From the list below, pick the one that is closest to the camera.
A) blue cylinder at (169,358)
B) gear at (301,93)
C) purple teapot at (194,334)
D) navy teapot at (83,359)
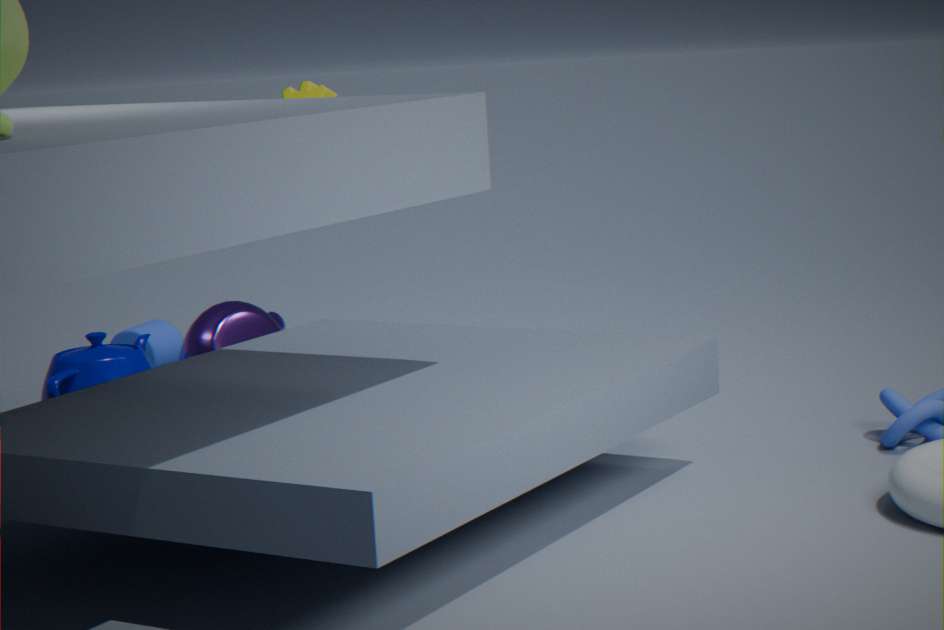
gear at (301,93)
